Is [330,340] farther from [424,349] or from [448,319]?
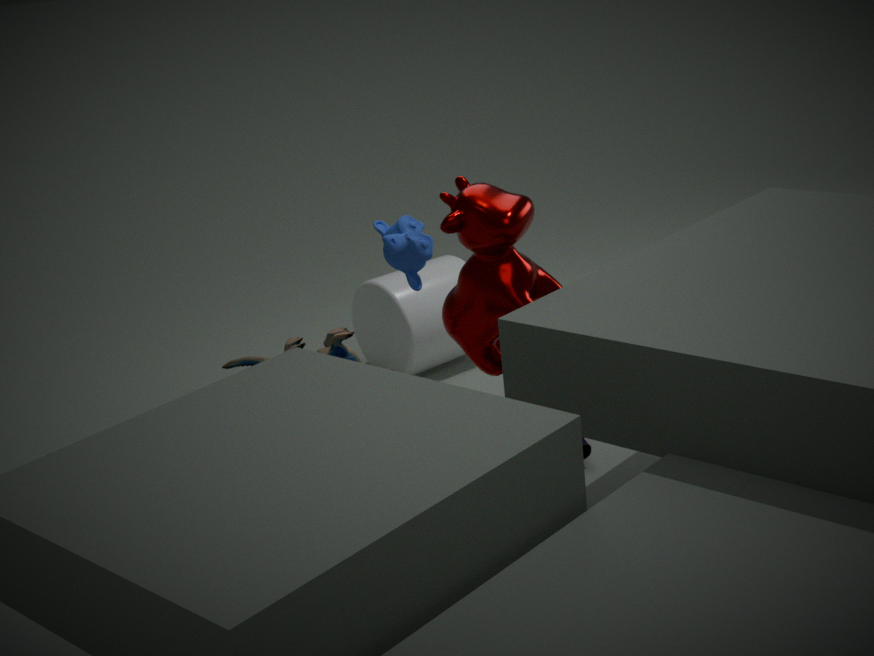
[424,349]
